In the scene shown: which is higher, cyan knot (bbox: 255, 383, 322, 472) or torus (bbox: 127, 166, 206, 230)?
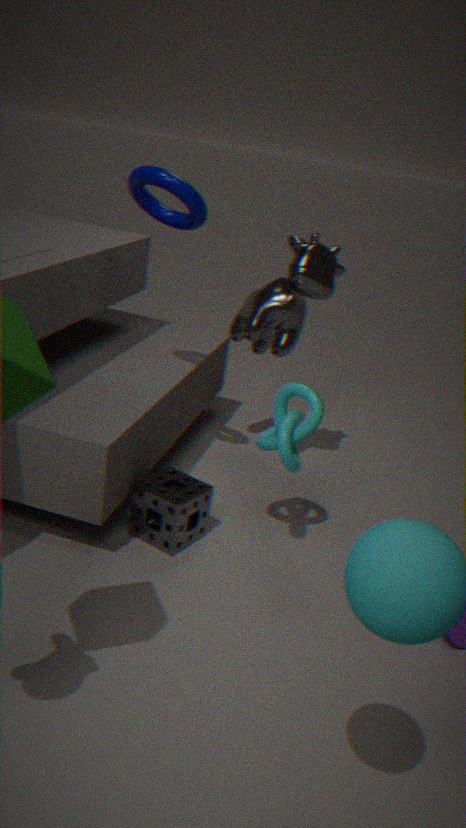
torus (bbox: 127, 166, 206, 230)
